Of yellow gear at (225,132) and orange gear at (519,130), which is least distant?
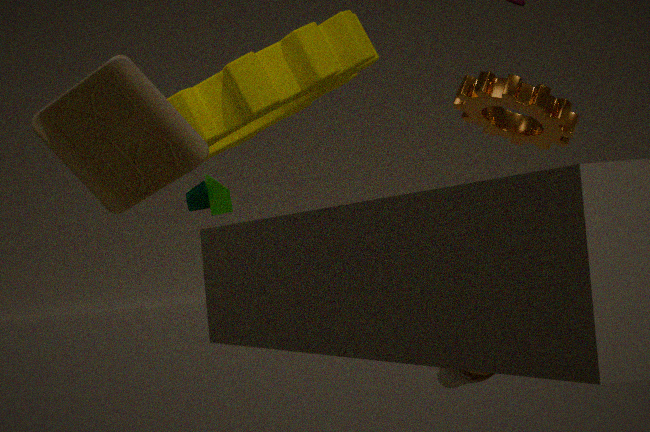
yellow gear at (225,132)
